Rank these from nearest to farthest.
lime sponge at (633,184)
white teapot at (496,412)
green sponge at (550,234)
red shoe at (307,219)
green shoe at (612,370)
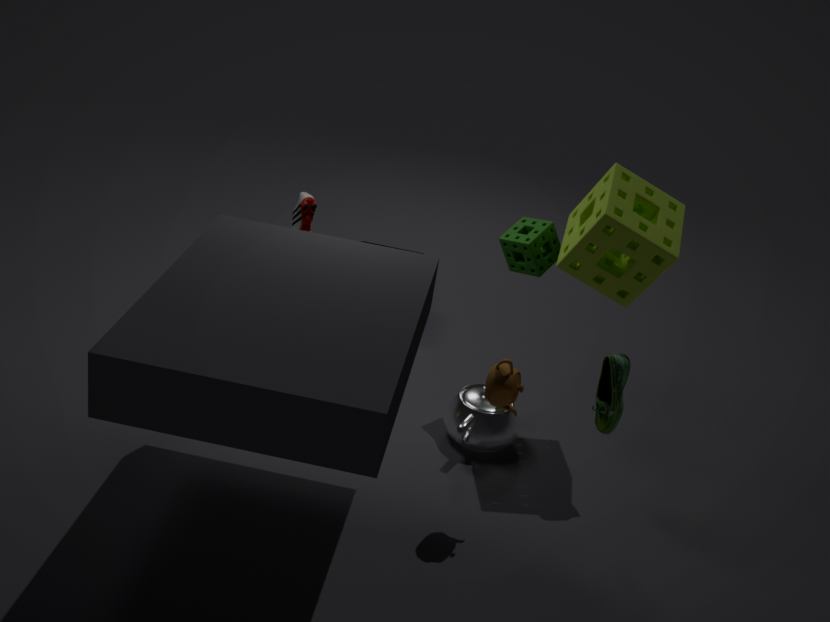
1. green shoe at (612,370)
2. lime sponge at (633,184)
3. white teapot at (496,412)
4. green sponge at (550,234)
5. red shoe at (307,219)
